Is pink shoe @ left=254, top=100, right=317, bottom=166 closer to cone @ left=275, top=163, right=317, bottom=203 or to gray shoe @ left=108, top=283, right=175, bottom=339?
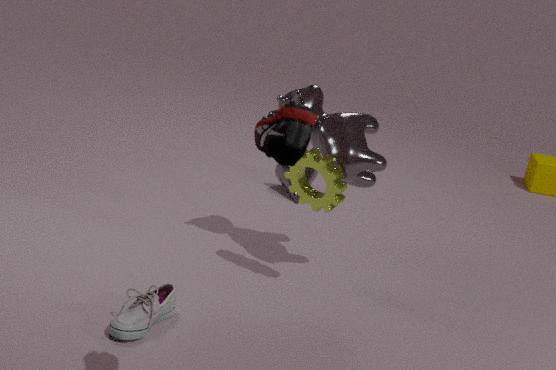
gray shoe @ left=108, top=283, right=175, bottom=339
